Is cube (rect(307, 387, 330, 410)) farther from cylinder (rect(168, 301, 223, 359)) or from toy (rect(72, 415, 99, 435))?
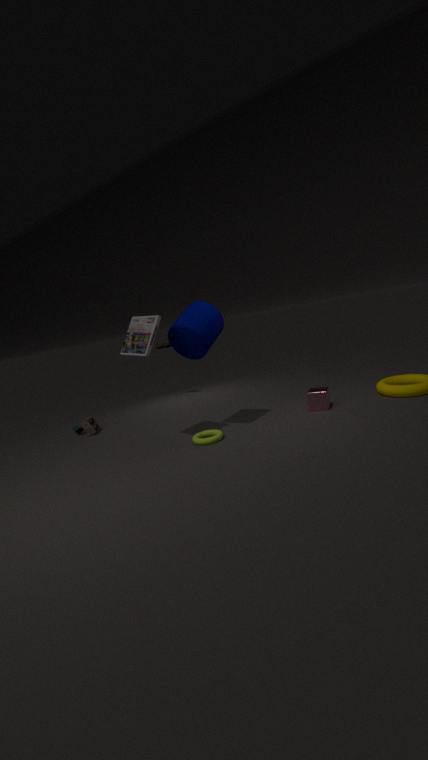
toy (rect(72, 415, 99, 435))
